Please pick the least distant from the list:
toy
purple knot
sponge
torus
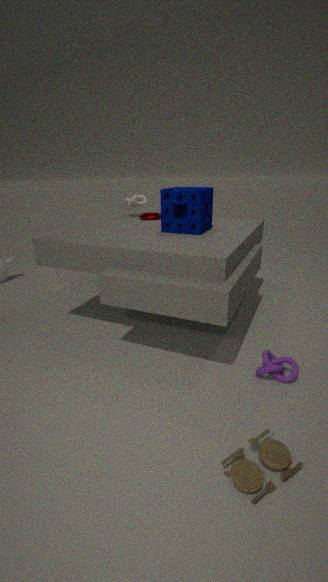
toy
